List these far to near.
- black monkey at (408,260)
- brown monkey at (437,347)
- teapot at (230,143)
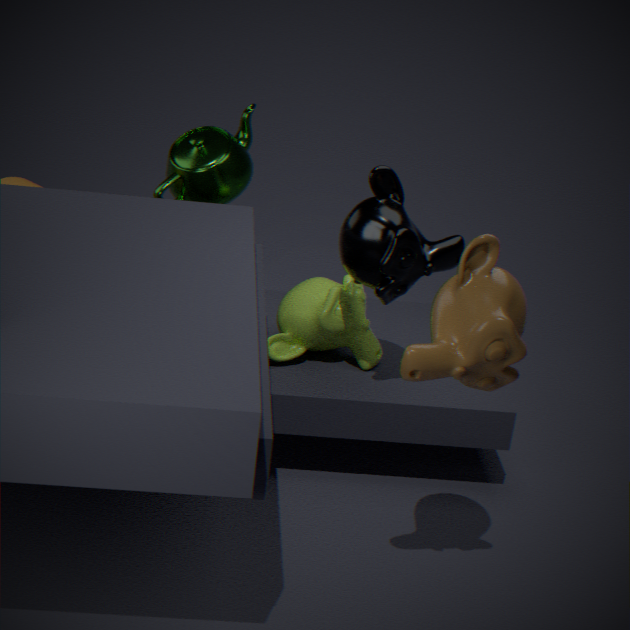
1. teapot at (230,143)
2. black monkey at (408,260)
3. brown monkey at (437,347)
